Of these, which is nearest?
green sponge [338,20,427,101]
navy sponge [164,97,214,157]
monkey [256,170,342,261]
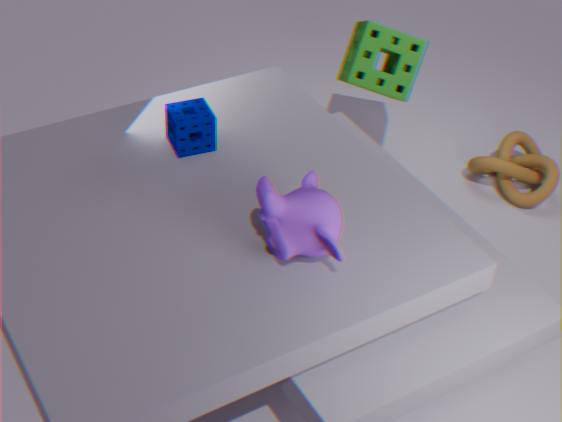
monkey [256,170,342,261]
